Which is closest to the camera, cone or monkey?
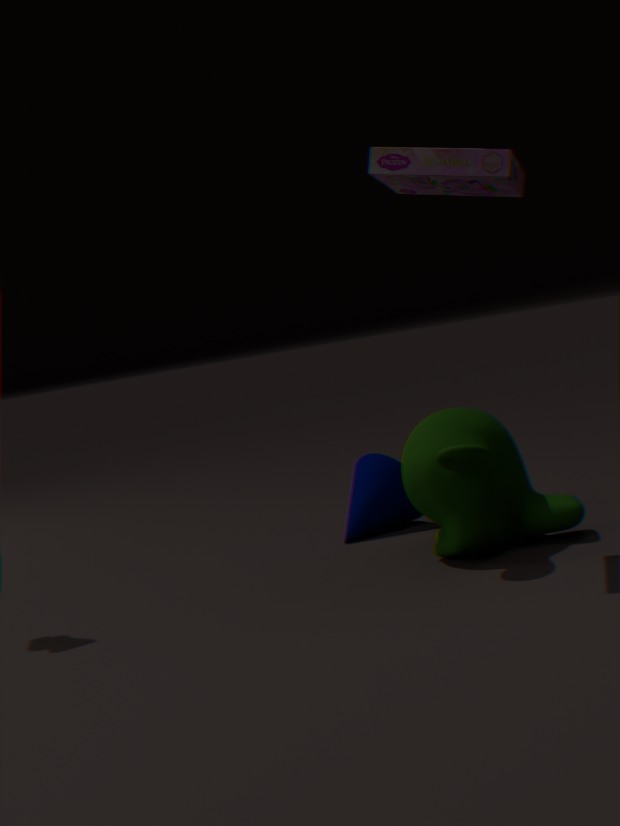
monkey
